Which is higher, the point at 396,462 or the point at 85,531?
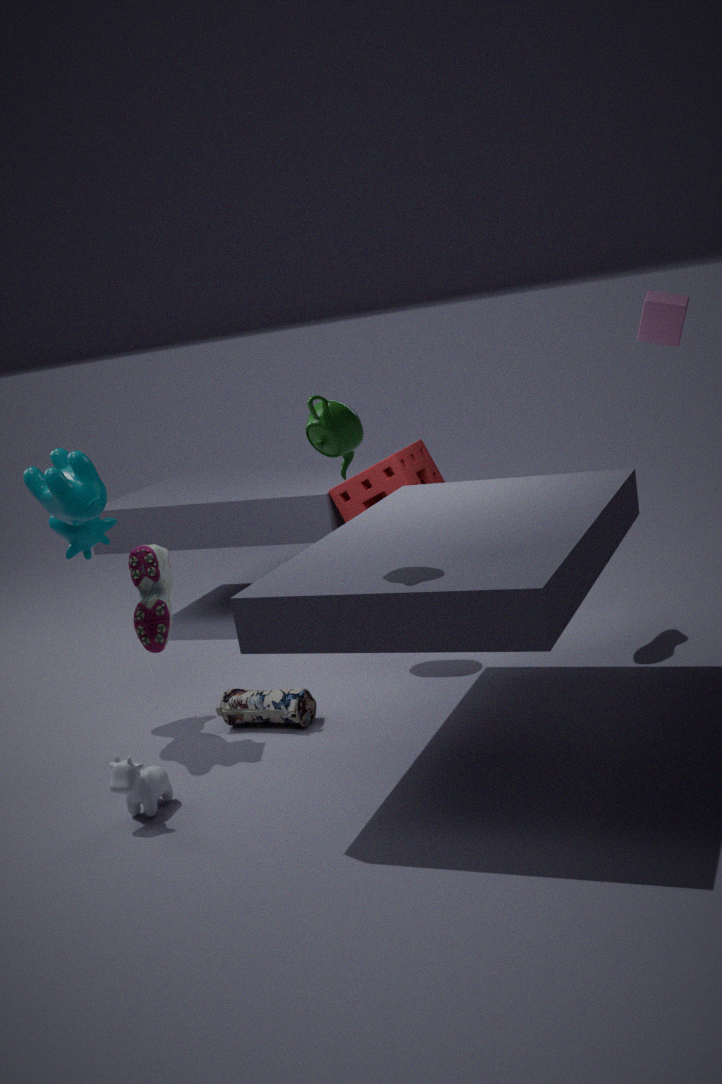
the point at 85,531
